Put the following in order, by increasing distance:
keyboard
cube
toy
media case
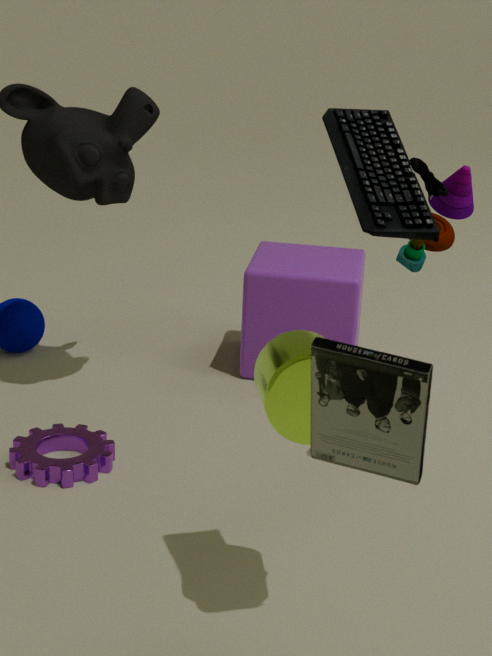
media case → keyboard → toy → cube
